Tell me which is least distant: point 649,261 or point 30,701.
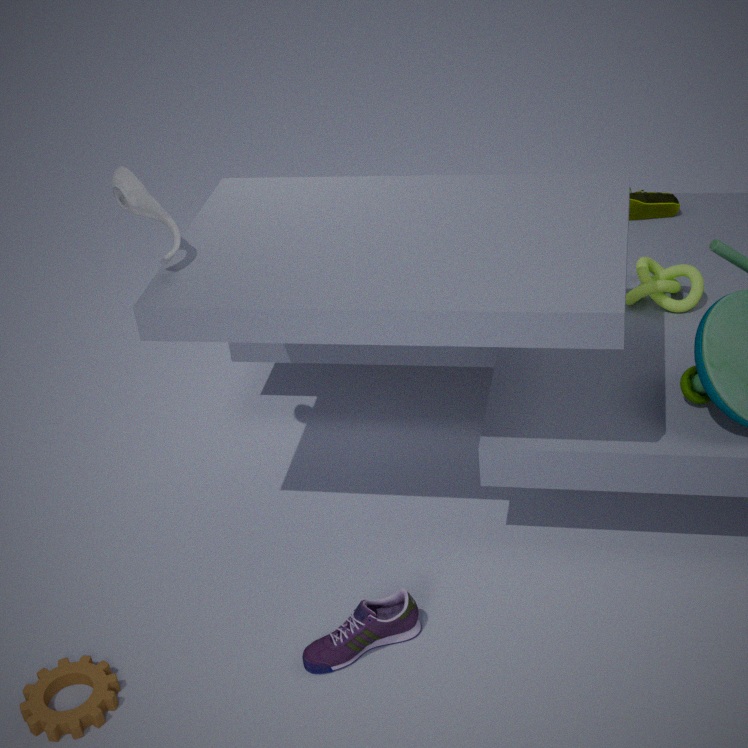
point 30,701
